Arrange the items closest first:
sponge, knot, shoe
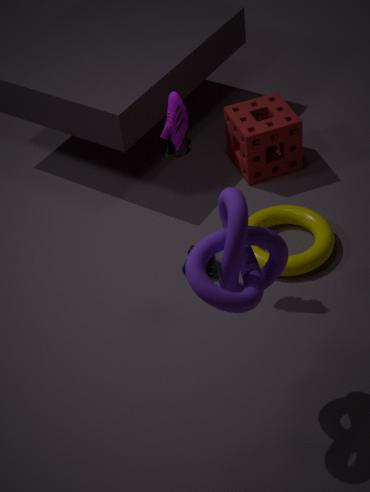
1. knot
2. shoe
3. sponge
